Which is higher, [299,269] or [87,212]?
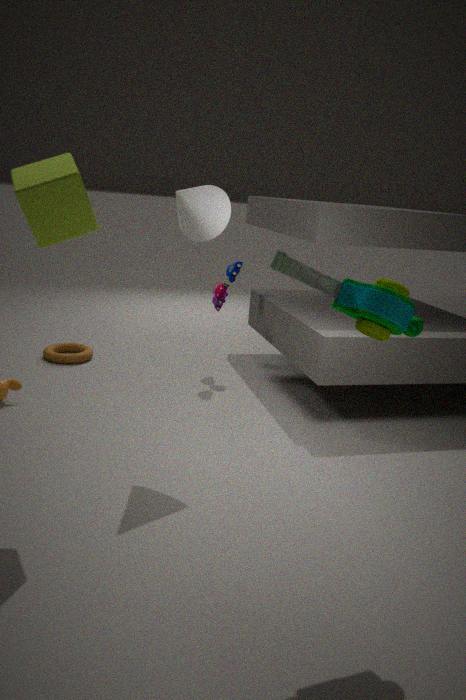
[87,212]
